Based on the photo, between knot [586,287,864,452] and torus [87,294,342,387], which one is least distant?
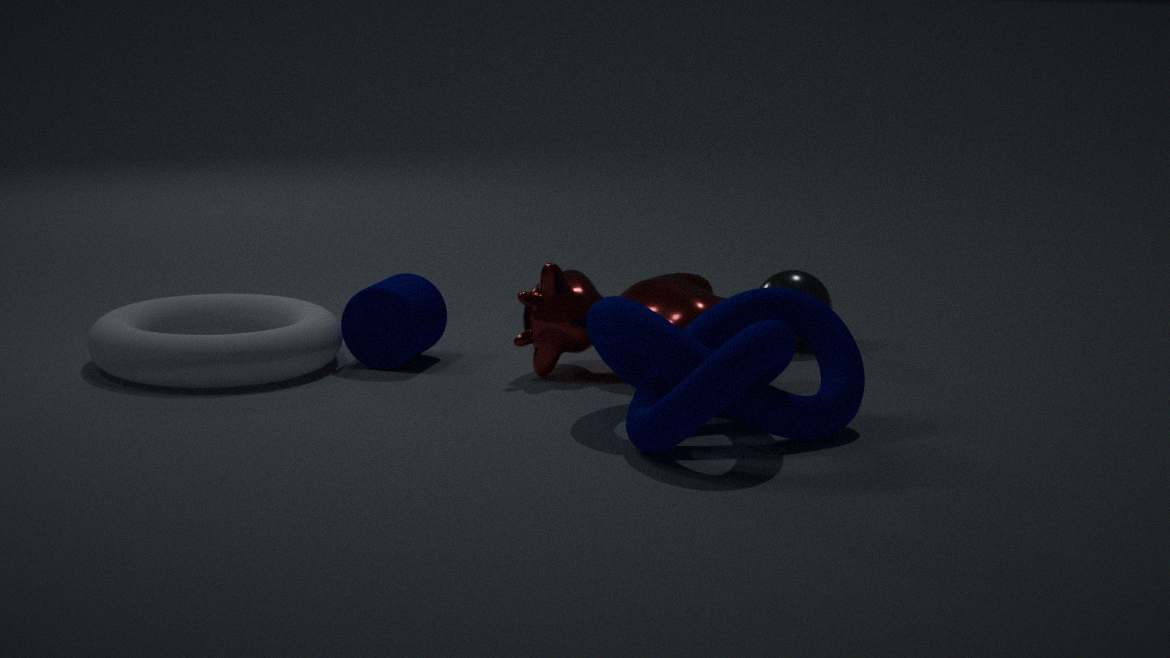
knot [586,287,864,452]
